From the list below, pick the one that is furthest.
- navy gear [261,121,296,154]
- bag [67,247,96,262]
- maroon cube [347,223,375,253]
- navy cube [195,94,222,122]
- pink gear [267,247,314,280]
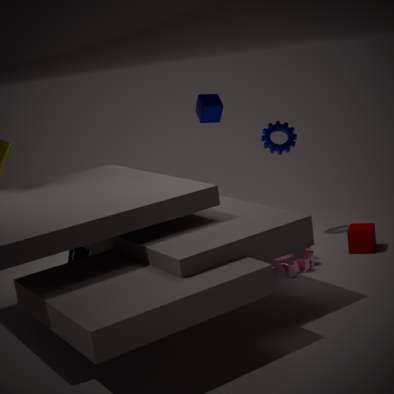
navy cube [195,94,222,122]
